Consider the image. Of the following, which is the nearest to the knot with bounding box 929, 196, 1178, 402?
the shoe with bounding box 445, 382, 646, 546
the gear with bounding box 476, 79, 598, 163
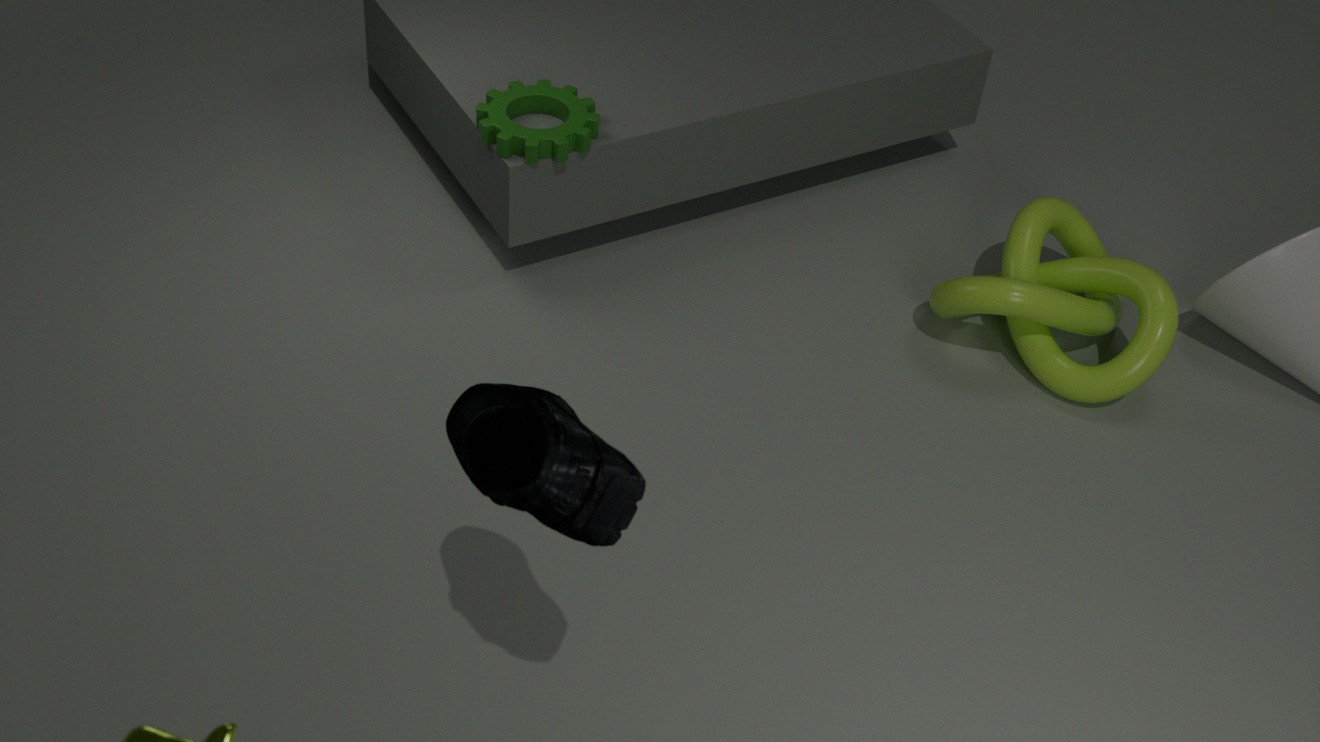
the gear with bounding box 476, 79, 598, 163
